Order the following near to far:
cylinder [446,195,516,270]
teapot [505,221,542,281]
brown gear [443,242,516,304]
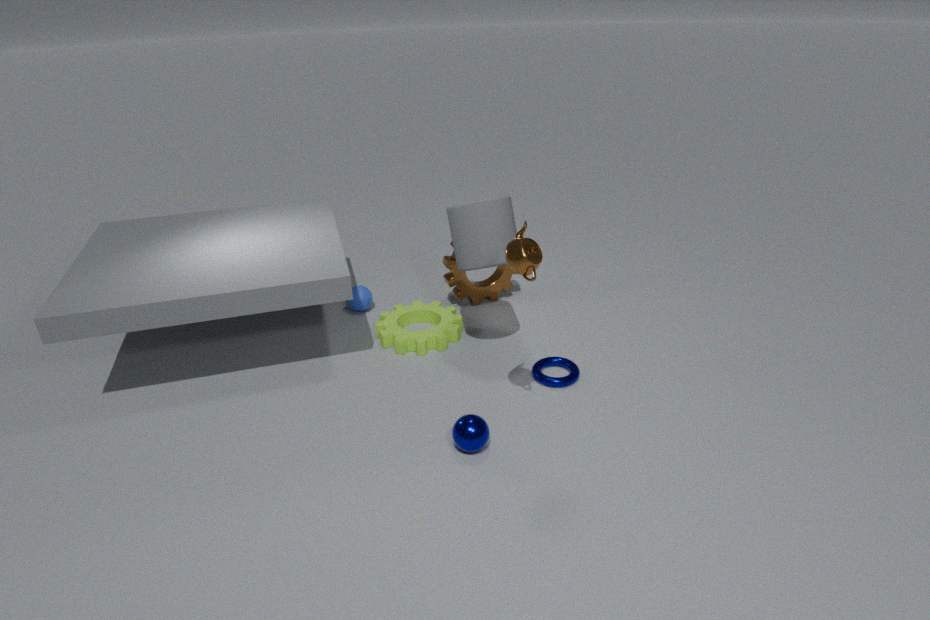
1. teapot [505,221,542,281]
2. cylinder [446,195,516,270]
3. brown gear [443,242,516,304]
